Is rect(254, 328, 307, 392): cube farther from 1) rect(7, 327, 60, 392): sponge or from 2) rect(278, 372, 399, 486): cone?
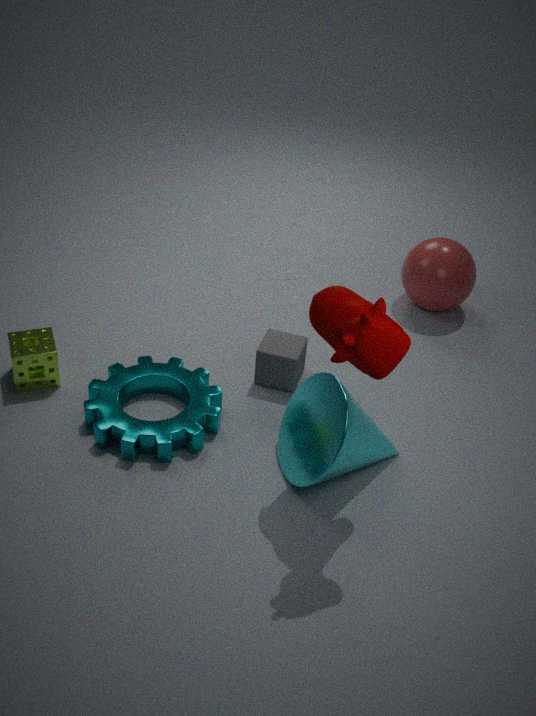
1) rect(7, 327, 60, 392): sponge
